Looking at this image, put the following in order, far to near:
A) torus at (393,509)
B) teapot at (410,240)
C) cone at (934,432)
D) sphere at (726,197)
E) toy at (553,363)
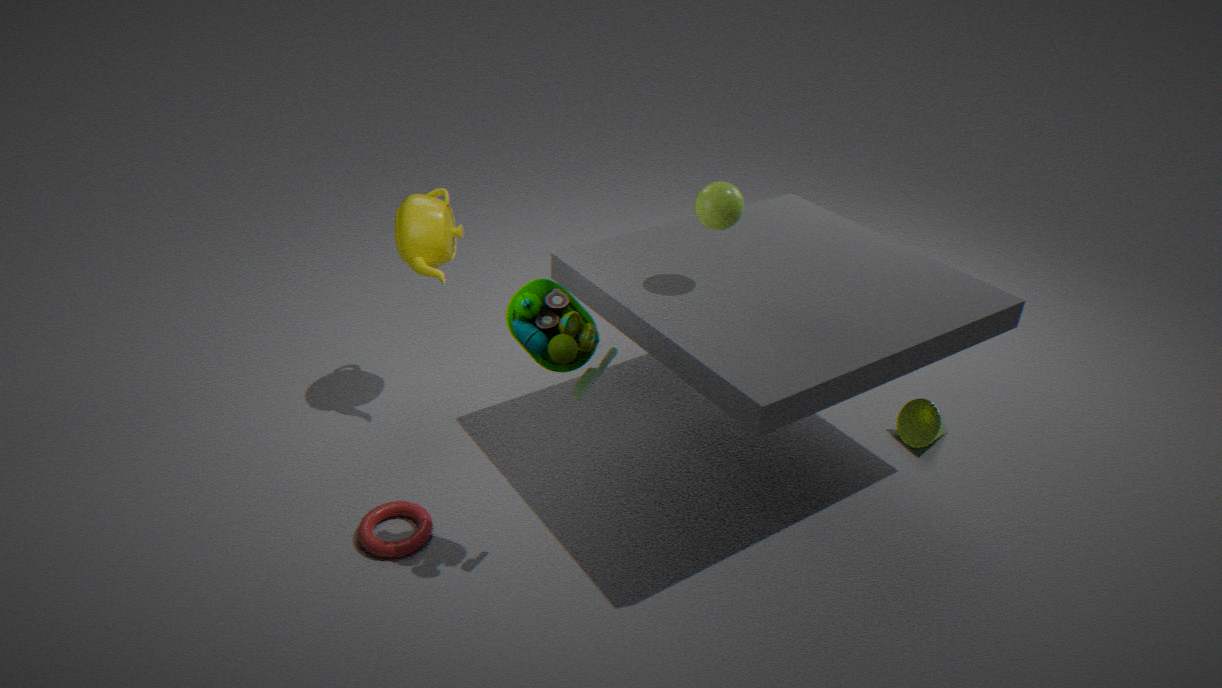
cone at (934,432) < teapot at (410,240) < sphere at (726,197) < torus at (393,509) < toy at (553,363)
